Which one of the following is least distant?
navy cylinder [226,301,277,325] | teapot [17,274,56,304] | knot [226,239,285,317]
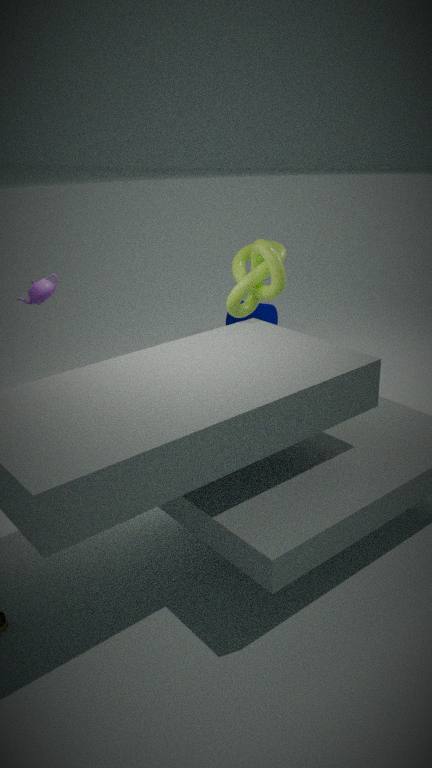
knot [226,239,285,317]
